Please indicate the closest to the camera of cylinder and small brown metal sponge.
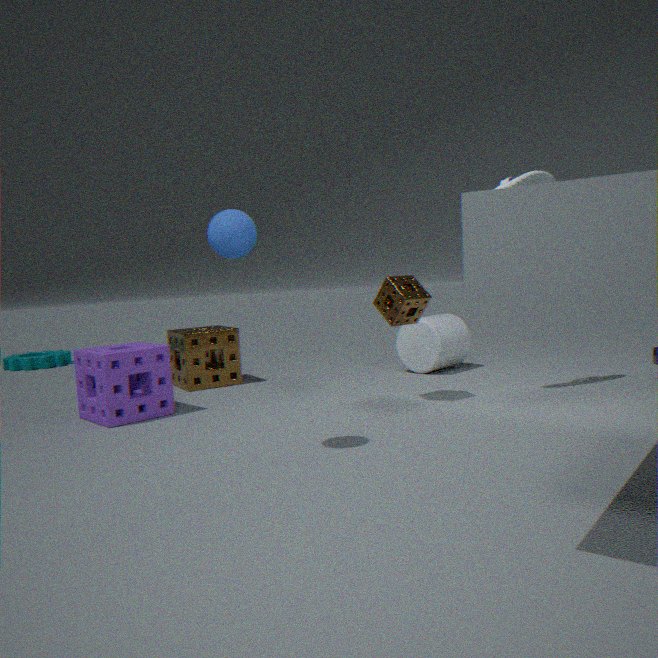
small brown metal sponge
